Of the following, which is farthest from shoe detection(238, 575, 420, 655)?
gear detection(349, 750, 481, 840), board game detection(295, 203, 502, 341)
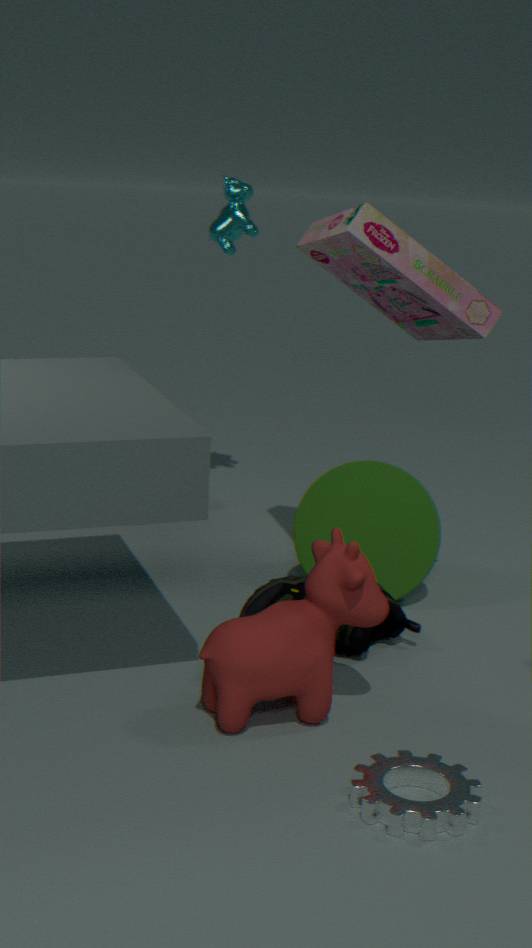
board game detection(295, 203, 502, 341)
